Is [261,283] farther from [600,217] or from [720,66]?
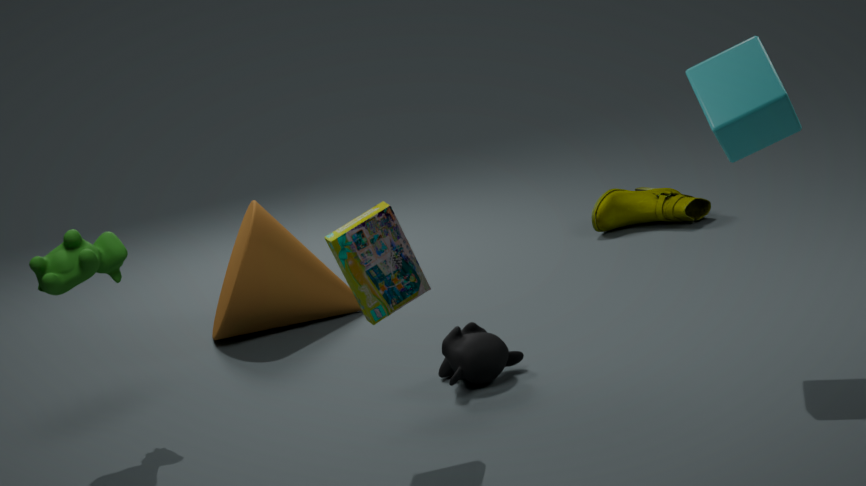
[720,66]
